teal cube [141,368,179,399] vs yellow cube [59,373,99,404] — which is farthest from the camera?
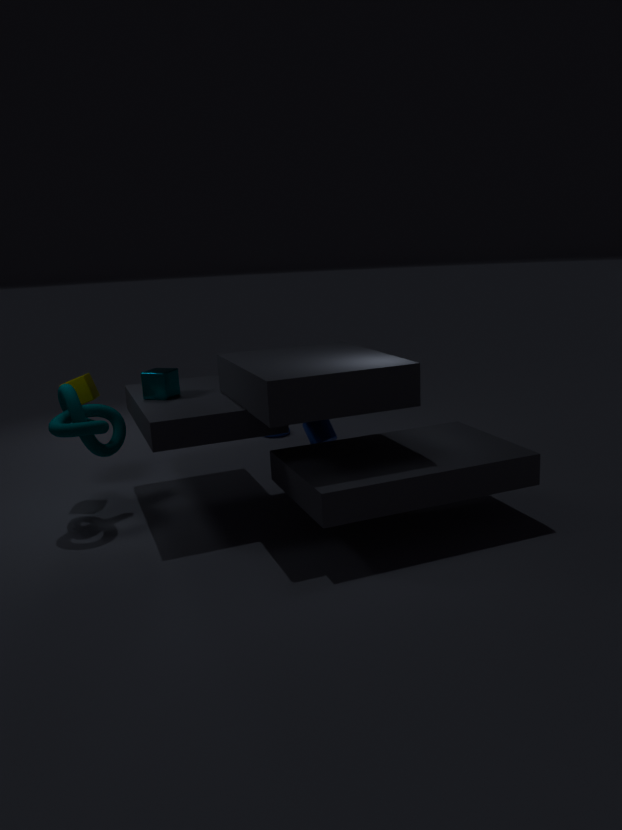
yellow cube [59,373,99,404]
